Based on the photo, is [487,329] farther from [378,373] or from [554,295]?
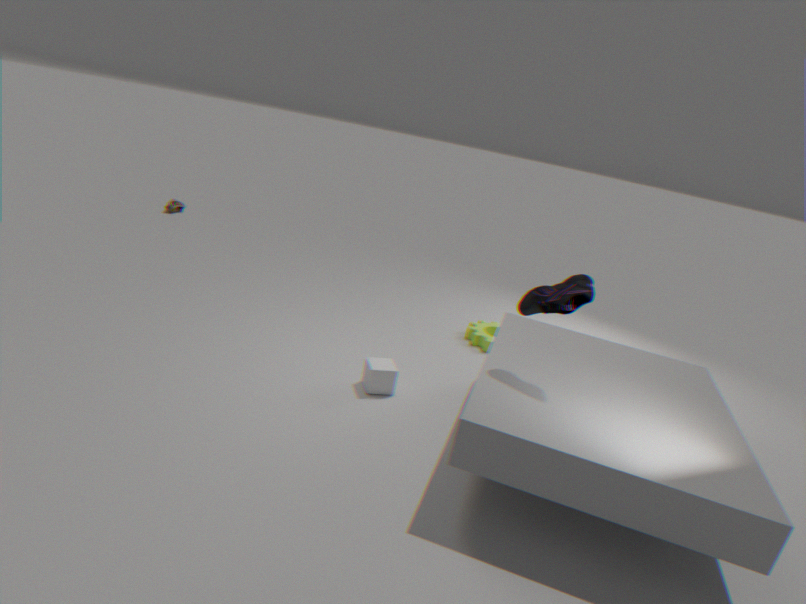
[554,295]
